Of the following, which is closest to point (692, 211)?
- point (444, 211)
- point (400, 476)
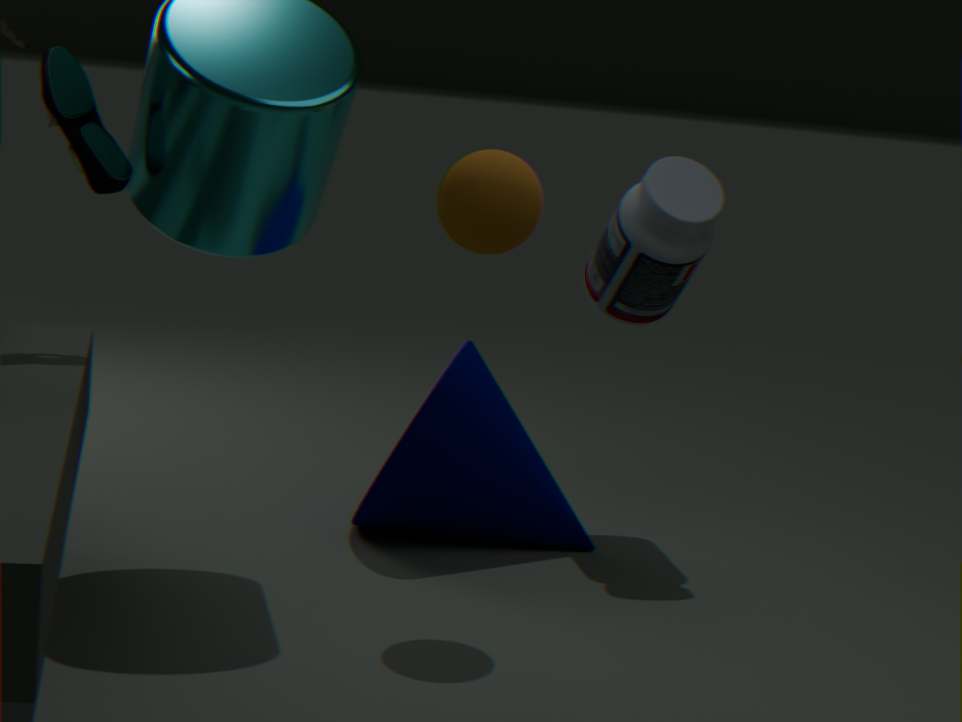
point (400, 476)
